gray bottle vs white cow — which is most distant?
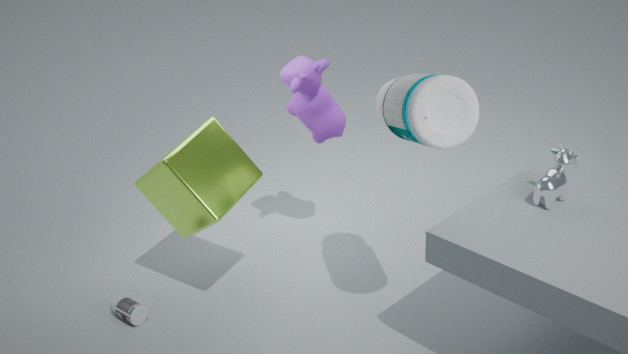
gray bottle
